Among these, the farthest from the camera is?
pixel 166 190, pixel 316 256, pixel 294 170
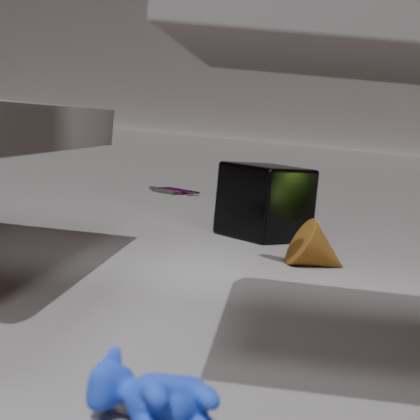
pixel 166 190
